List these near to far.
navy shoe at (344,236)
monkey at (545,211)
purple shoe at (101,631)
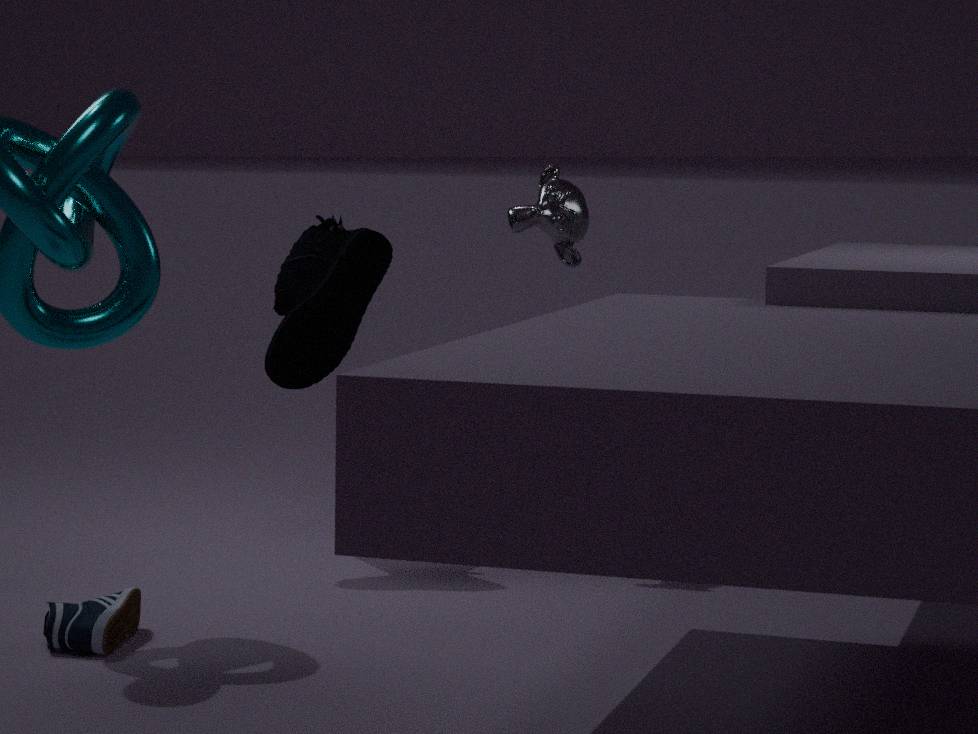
purple shoe at (101,631), navy shoe at (344,236), monkey at (545,211)
